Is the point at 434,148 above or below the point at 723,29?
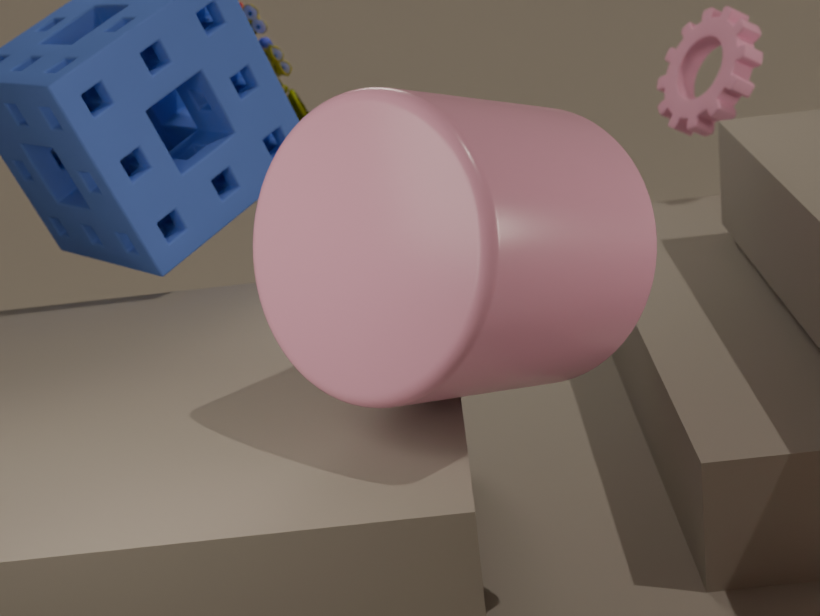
above
